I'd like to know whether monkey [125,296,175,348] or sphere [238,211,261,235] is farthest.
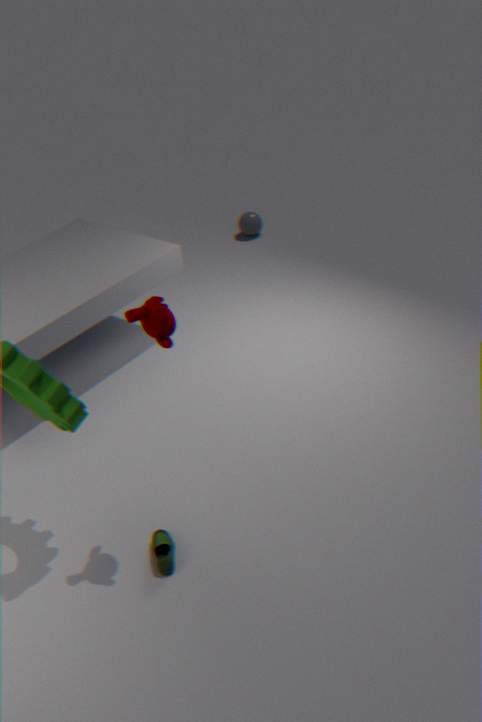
sphere [238,211,261,235]
